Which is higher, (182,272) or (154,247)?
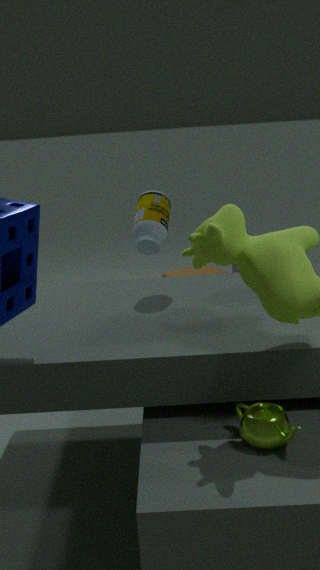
(154,247)
